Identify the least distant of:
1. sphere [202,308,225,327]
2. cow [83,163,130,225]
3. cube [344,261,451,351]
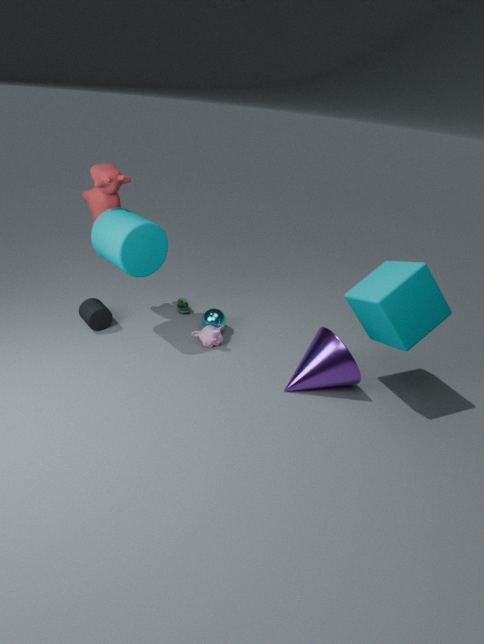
cube [344,261,451,351]
